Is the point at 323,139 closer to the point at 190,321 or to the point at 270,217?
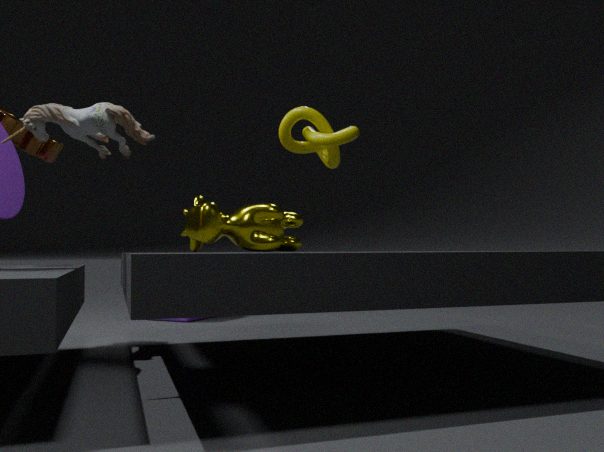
the point at 270,217
